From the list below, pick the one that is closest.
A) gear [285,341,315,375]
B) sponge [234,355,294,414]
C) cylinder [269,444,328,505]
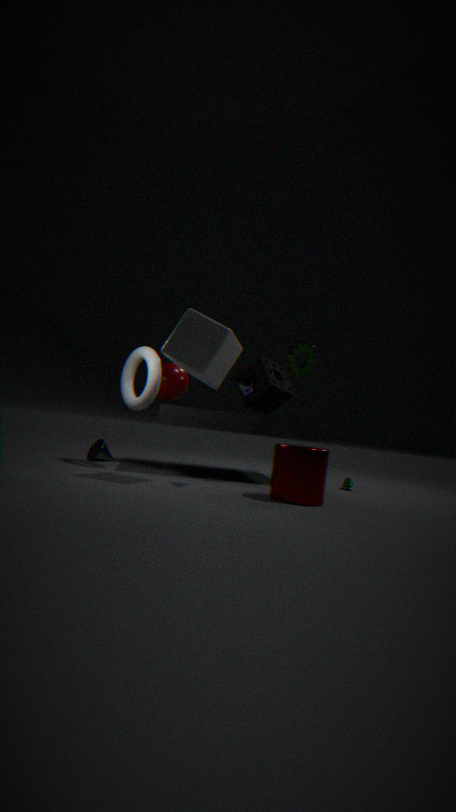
cylinder [269,444,328,505]
